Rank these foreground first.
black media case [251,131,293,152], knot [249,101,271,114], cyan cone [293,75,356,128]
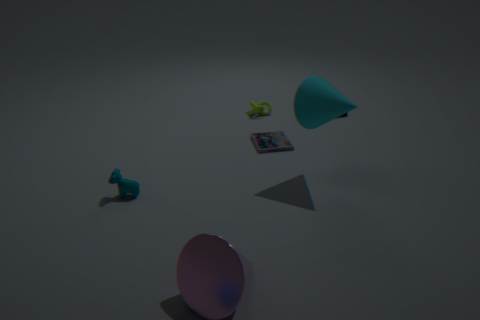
1. cyan cone [293,75,356,128]
2. black media case [251,131,293,152]
3. knot [249,101,271,114]
